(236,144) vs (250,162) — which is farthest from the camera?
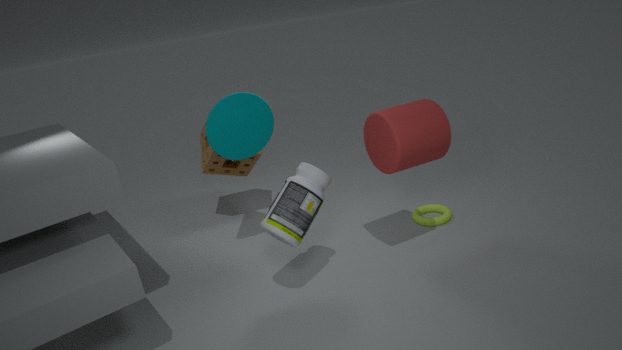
(250,162)
